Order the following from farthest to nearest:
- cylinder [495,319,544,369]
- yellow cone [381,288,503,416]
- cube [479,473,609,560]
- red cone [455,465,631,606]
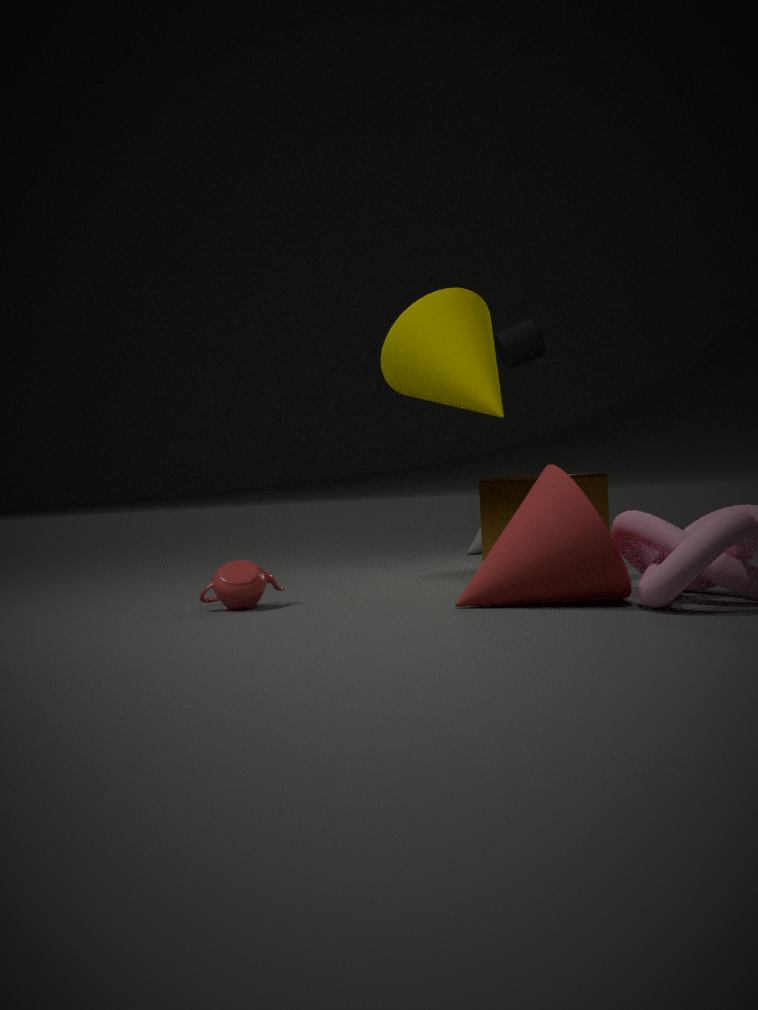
cylinder [495,319,544,369], cube [479,473,609,560], yellow cone [381,288,503,416], red cone [455,465,631,606]
